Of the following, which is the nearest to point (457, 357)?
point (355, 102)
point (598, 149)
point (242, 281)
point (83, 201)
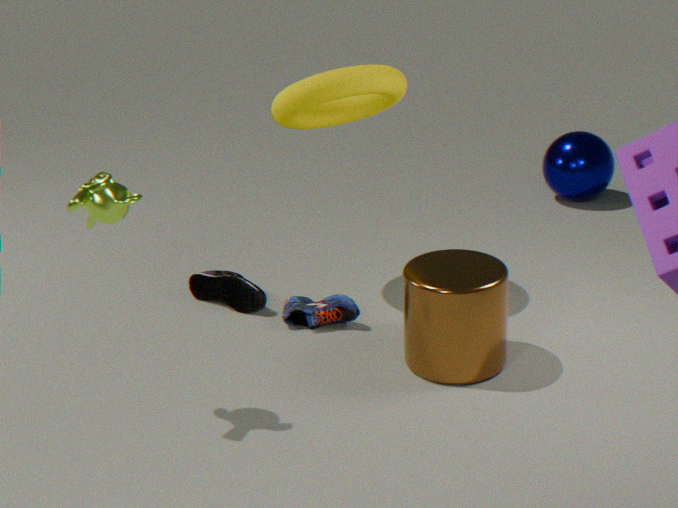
point (355, 102)
